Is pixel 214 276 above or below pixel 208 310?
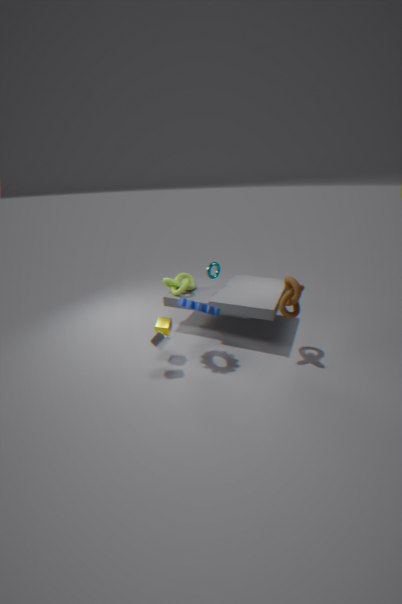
above
